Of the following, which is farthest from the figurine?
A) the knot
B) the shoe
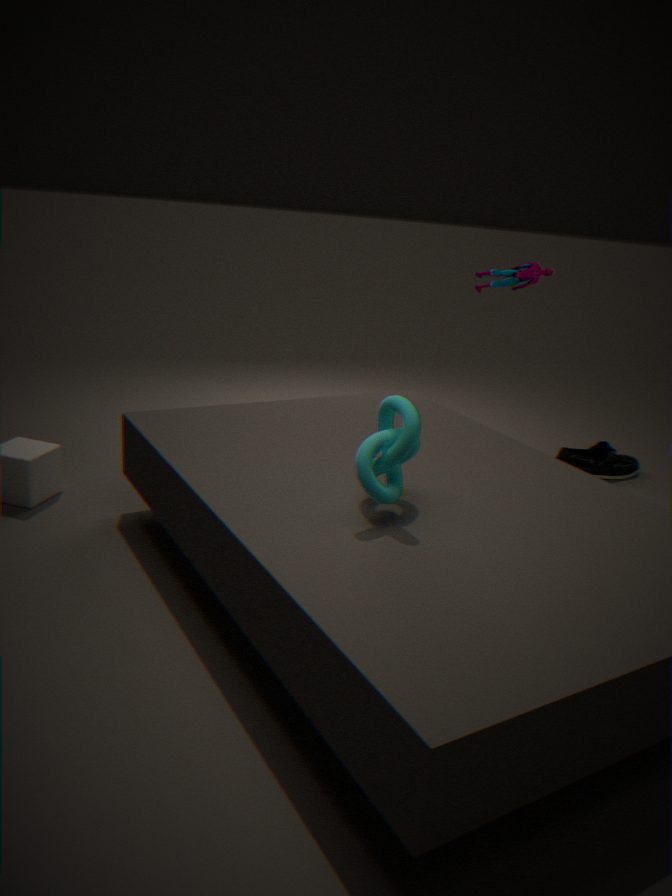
the knot
